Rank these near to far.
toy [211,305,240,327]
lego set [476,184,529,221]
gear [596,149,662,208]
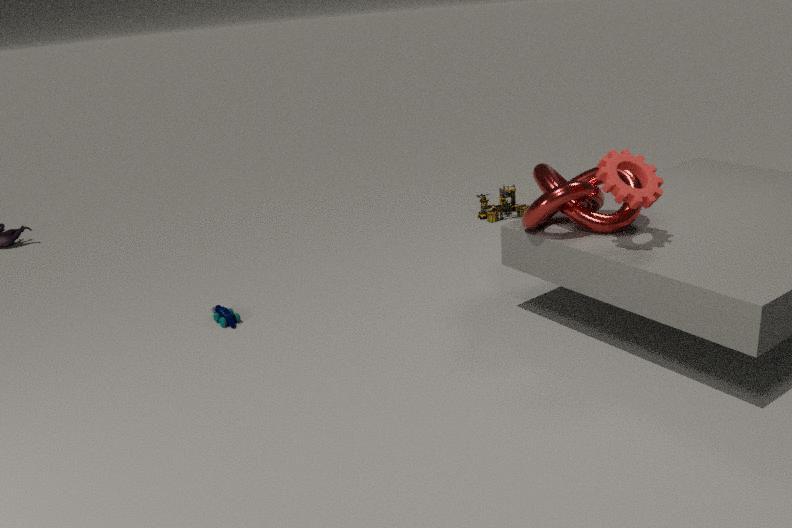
gear [596,149,662,208] < toy [211,305,240,327] < lego set [476,184,529,221]
